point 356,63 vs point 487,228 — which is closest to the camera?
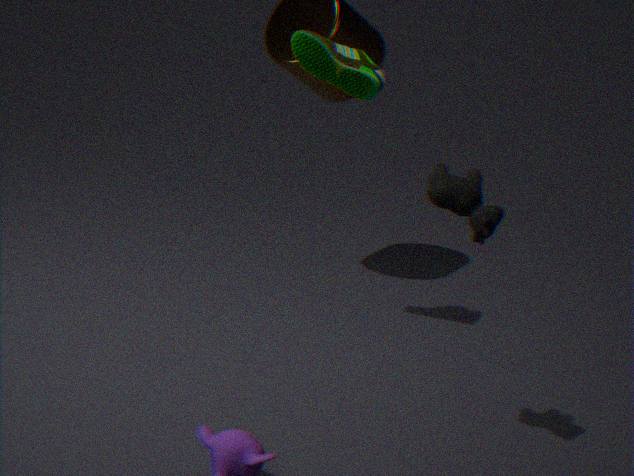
point 487,228
